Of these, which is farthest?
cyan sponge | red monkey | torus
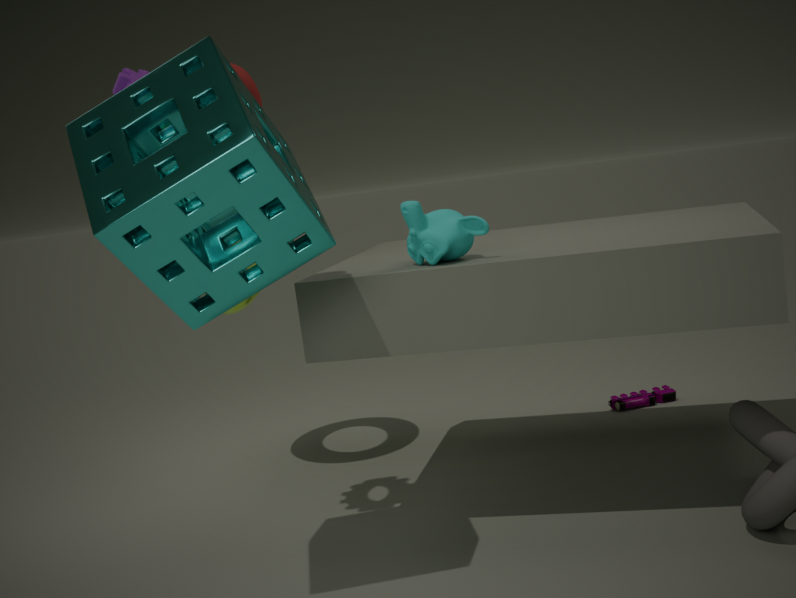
torus
